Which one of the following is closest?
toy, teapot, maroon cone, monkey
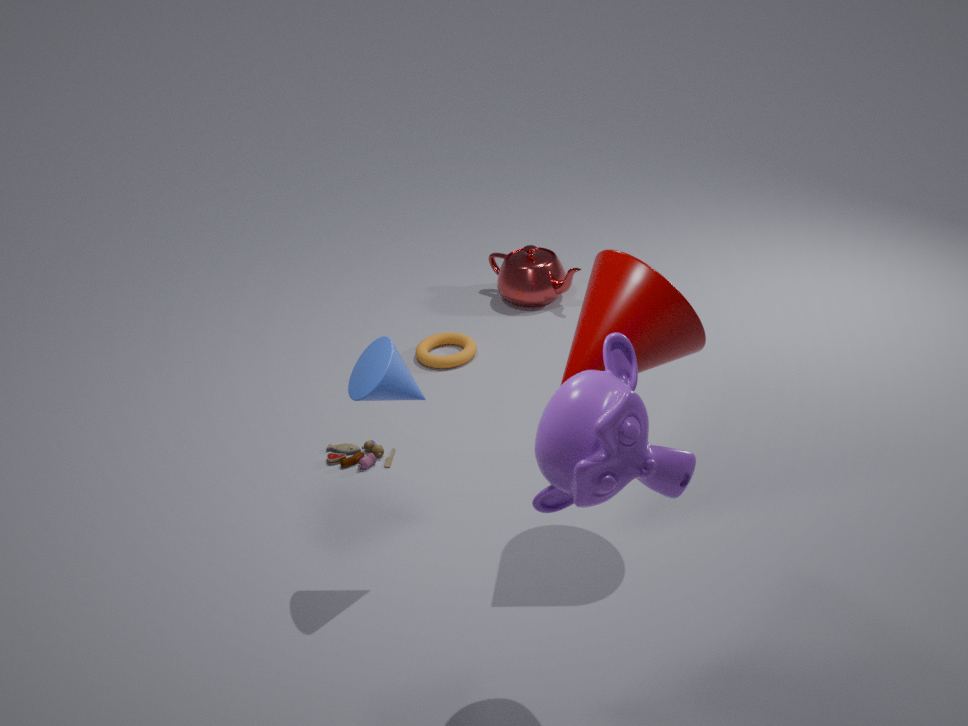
monkey
